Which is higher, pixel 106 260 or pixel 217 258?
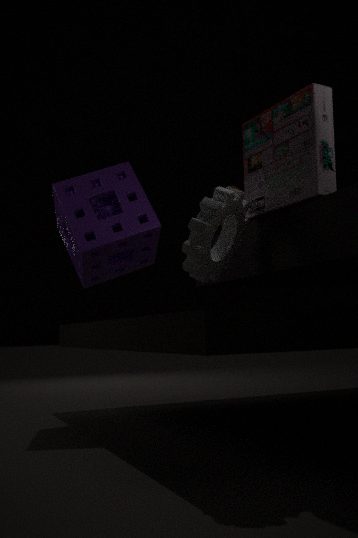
pixel 106 260
